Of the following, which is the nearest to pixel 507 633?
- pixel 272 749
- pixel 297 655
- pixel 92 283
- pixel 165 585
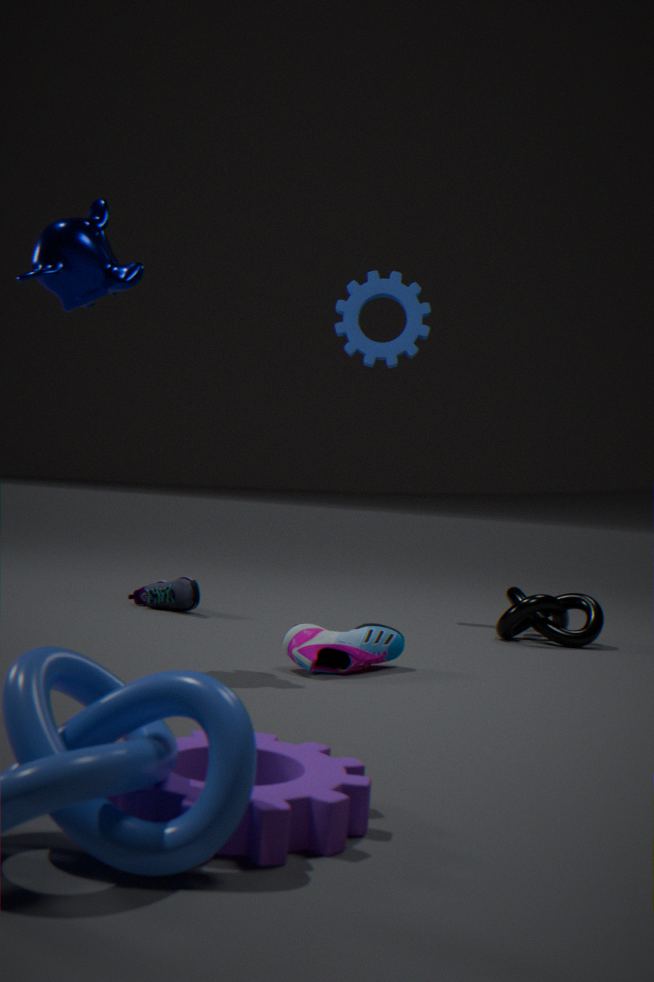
pixel 297 655
